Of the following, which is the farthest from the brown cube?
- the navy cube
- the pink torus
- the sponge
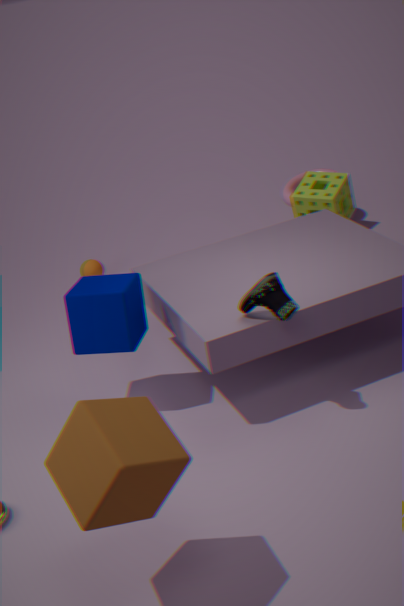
the pink torus
